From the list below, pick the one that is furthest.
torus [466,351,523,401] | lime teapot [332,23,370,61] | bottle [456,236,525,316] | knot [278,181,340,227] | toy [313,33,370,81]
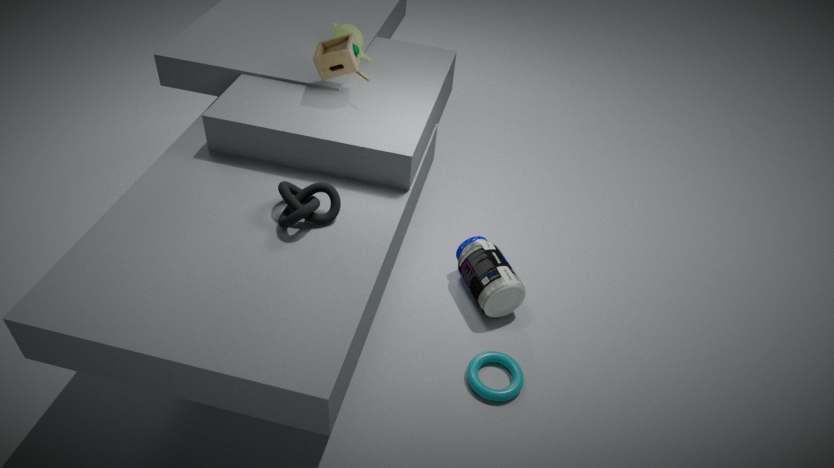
lime teapot [332,23,370,61]
